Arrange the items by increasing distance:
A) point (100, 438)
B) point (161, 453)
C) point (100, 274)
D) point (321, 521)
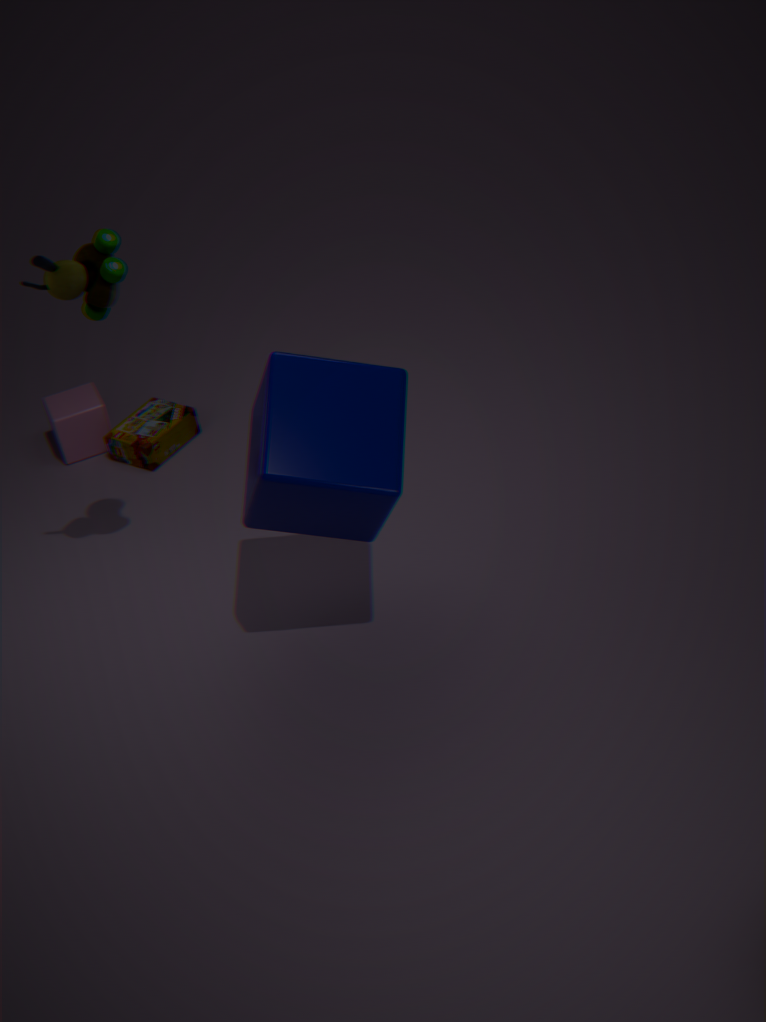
1. point (100, 274)
2. point (321, 521)
3. point (161, 453)
4. point (100, 438)
